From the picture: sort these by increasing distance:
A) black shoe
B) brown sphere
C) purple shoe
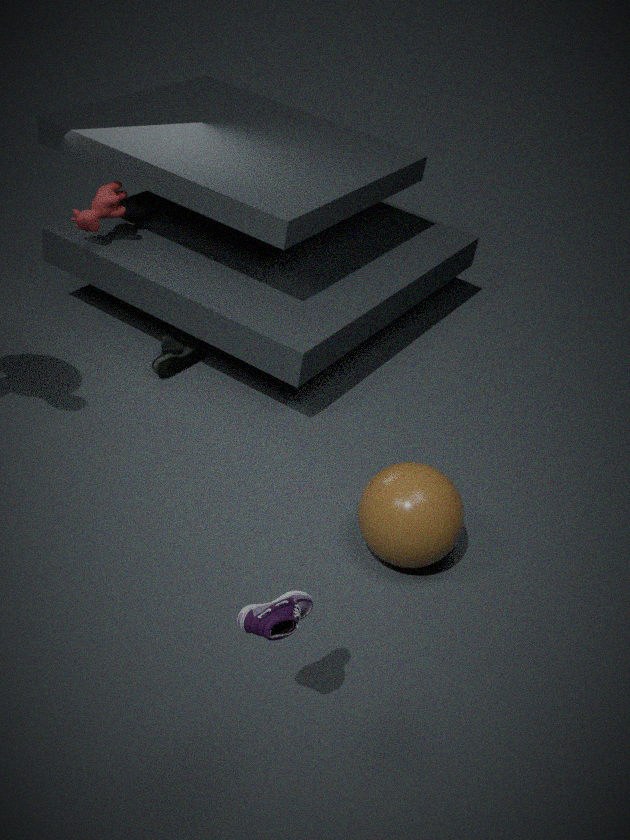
purple shoe < brown sphere < black shoe
